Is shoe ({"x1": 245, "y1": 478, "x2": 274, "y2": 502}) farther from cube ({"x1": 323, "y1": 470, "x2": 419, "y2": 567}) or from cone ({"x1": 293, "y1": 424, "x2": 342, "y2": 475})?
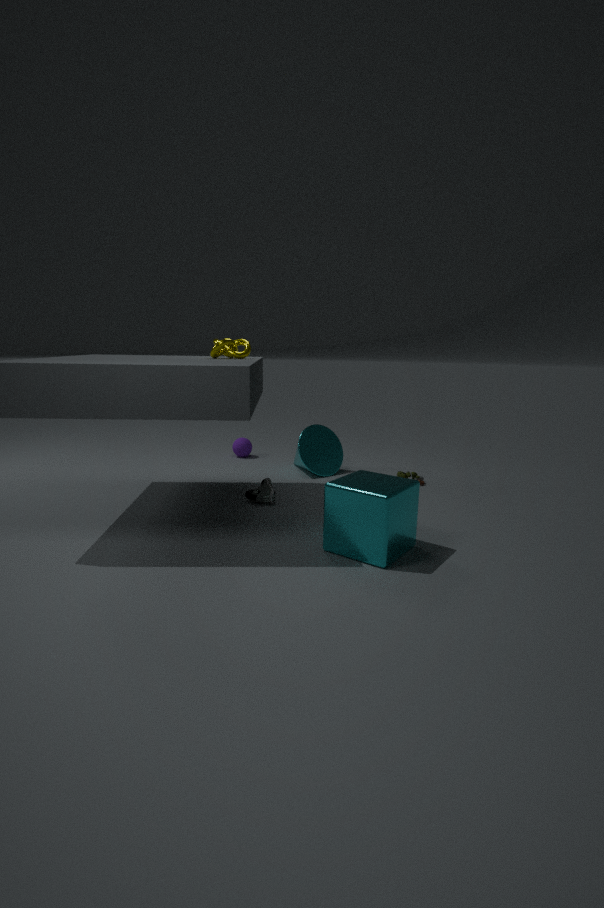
cube ({"x1": 323, "y1": 470, "x2": 419, "y2": 567})
